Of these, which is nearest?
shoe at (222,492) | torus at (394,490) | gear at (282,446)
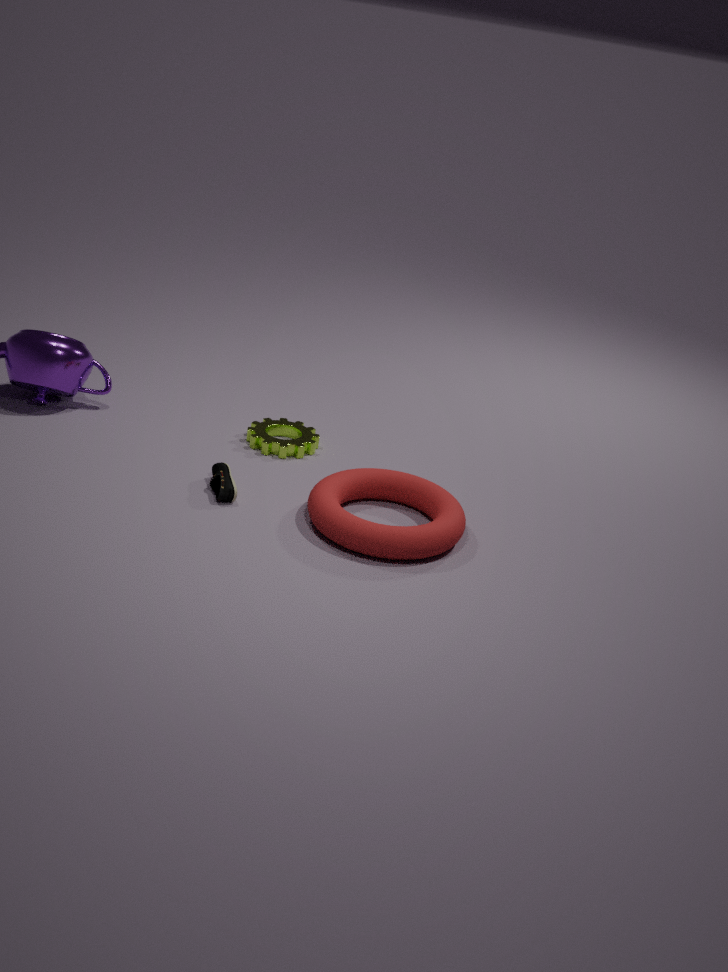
torus at (394,490)
